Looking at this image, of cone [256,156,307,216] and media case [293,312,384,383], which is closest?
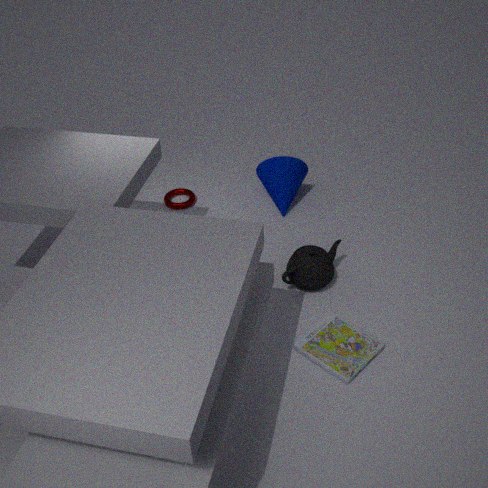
media case [293,312,384,383]
